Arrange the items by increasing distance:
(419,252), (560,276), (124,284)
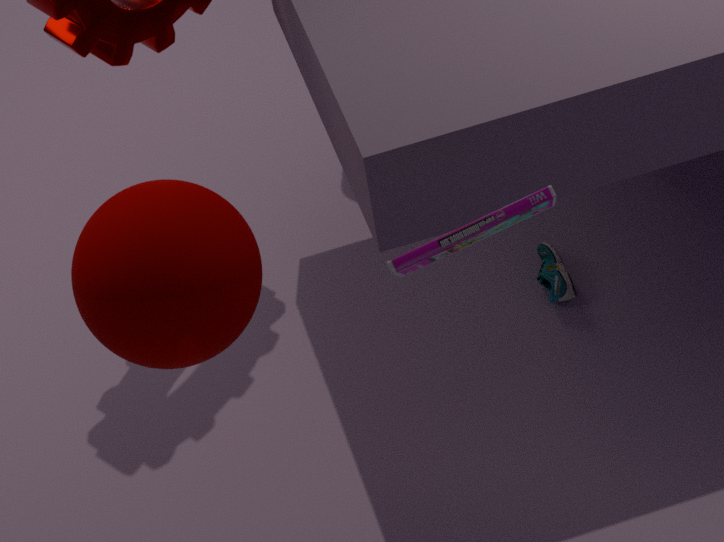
(419,252) < (124,284) < (560,276)
